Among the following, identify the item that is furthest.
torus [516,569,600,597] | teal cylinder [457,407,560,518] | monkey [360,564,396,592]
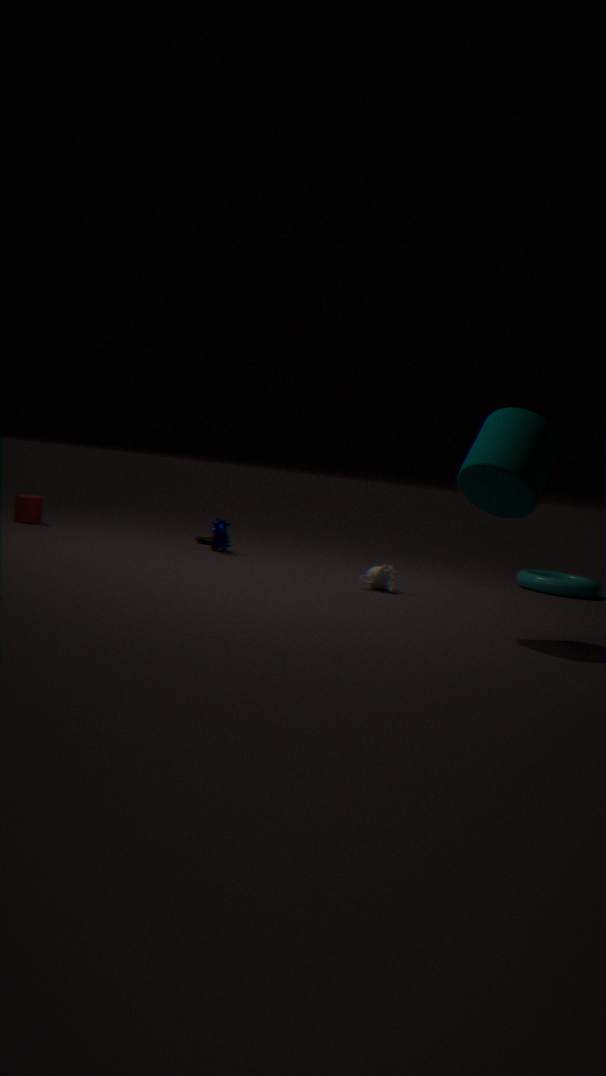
torus [516,569,600,597]
